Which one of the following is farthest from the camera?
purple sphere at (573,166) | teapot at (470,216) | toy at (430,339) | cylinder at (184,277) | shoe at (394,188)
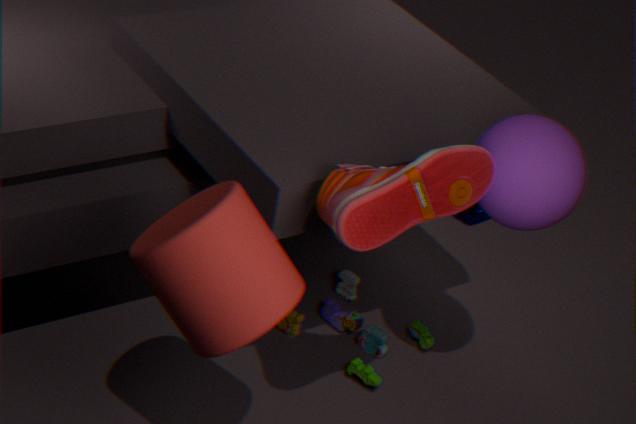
toy at (430,339)
